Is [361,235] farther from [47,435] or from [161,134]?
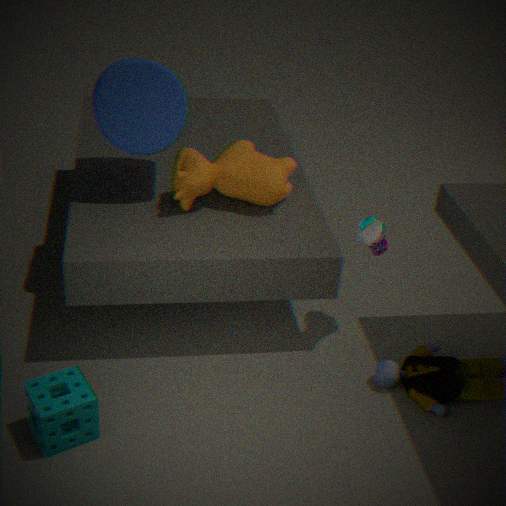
[47,435]
